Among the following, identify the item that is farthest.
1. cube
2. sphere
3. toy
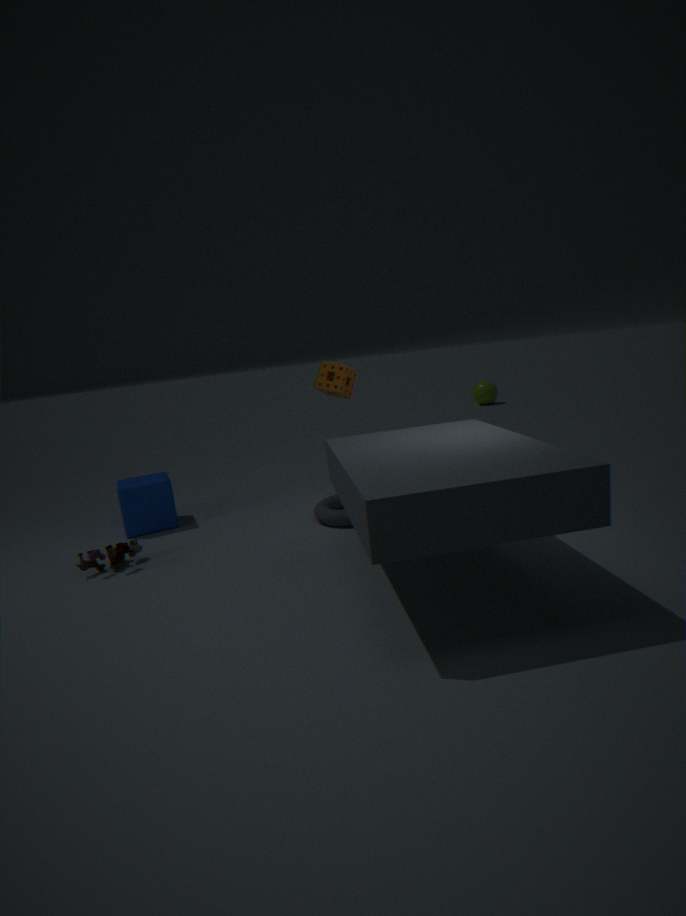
sphere
